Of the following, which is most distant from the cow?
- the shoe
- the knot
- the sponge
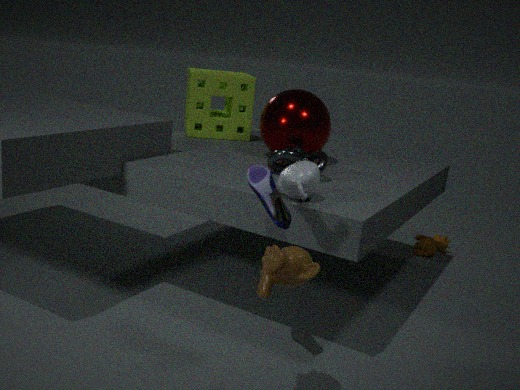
the shoe
